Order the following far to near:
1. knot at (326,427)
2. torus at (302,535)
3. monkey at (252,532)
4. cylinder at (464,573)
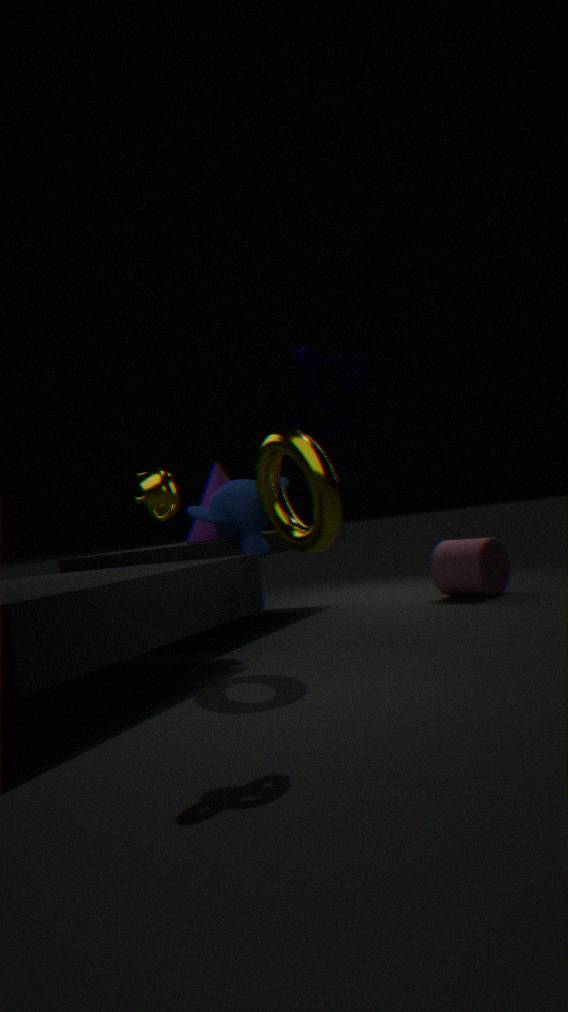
cylinder at (464,573)
monkey at (252,532)
torus at (302,535)
knot at (326,427)
